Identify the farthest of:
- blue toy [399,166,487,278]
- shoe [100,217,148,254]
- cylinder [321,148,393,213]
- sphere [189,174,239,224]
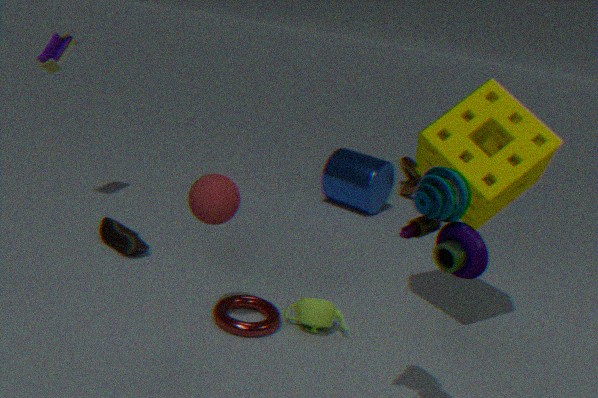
cylinder [321,148,393,213]
